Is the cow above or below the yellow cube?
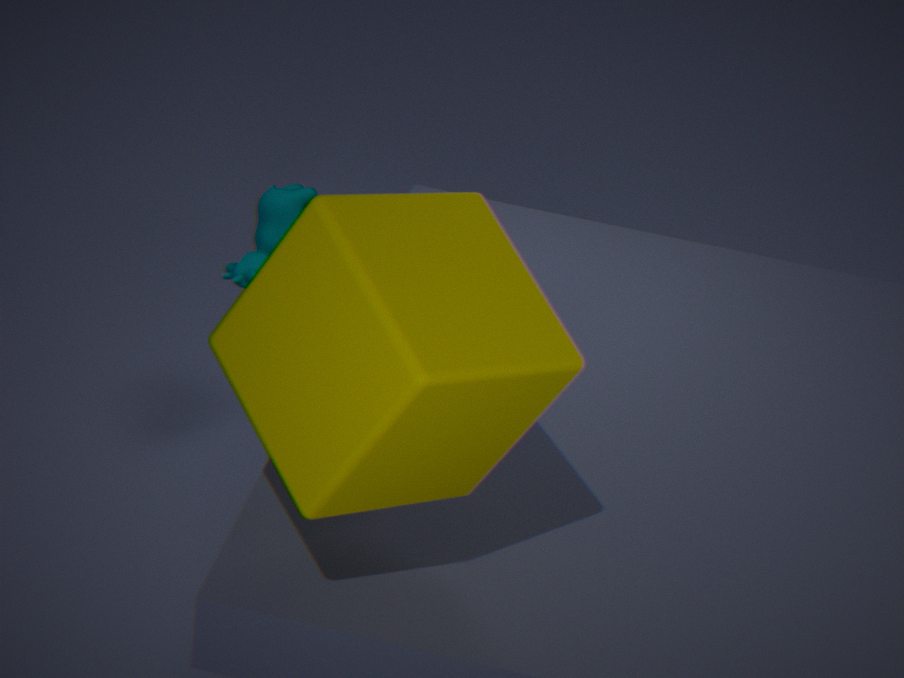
below
